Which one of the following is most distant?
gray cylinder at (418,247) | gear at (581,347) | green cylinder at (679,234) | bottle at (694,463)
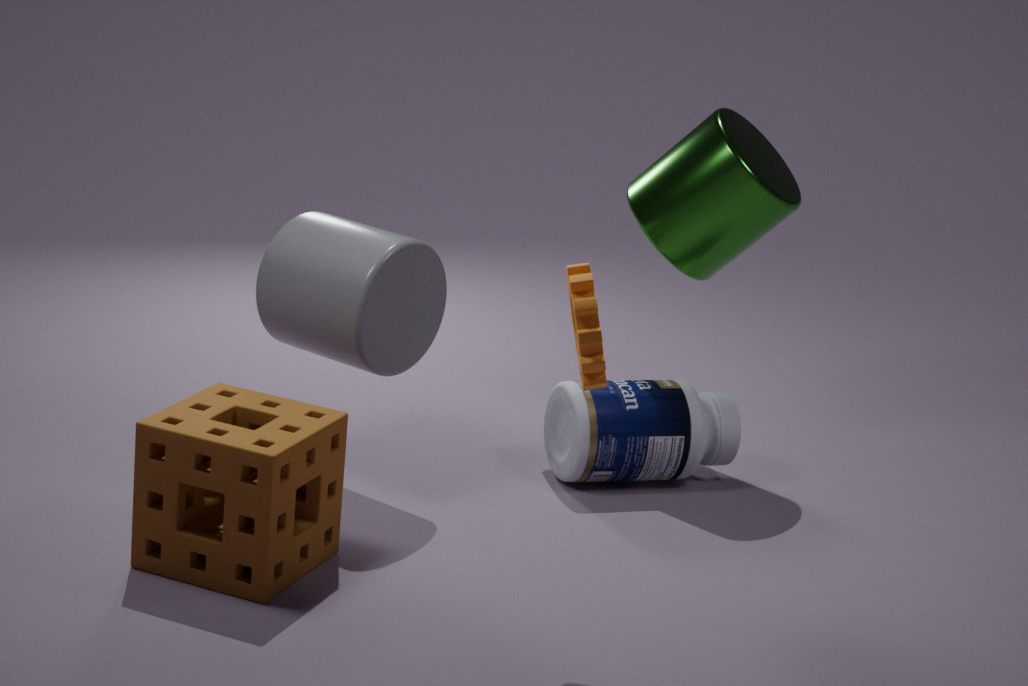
green cylinder at (679,234)
